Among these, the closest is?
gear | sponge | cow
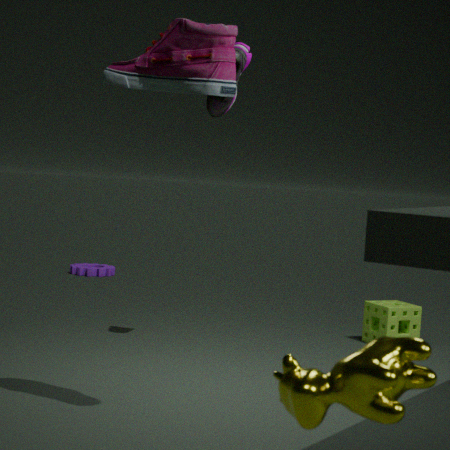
cow
